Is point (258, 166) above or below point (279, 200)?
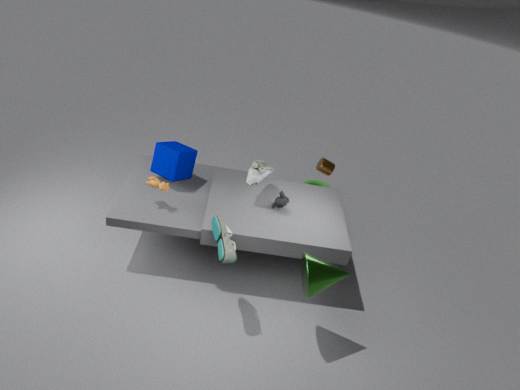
above
